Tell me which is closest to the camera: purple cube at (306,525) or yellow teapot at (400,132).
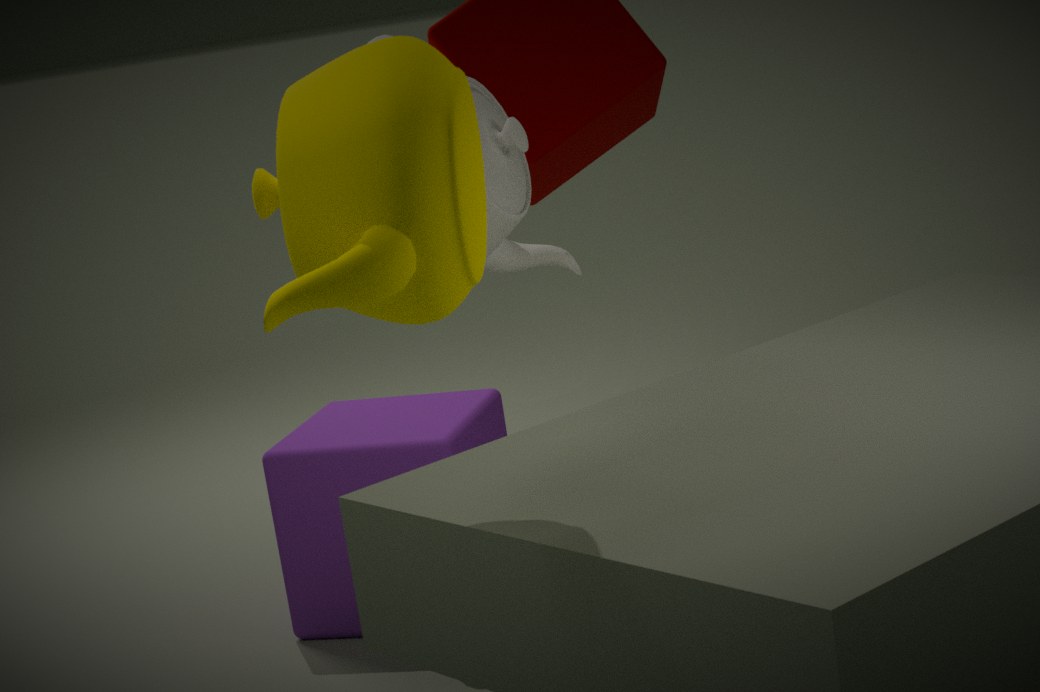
yellow teapot at (400,132)
